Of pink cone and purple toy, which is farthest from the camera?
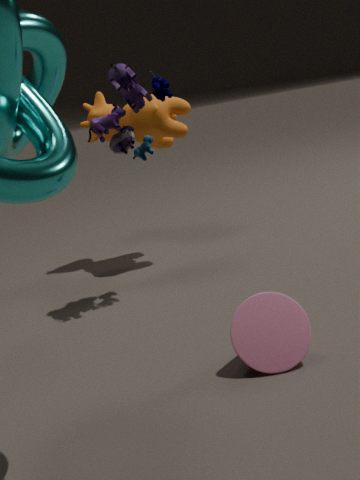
purple toy
